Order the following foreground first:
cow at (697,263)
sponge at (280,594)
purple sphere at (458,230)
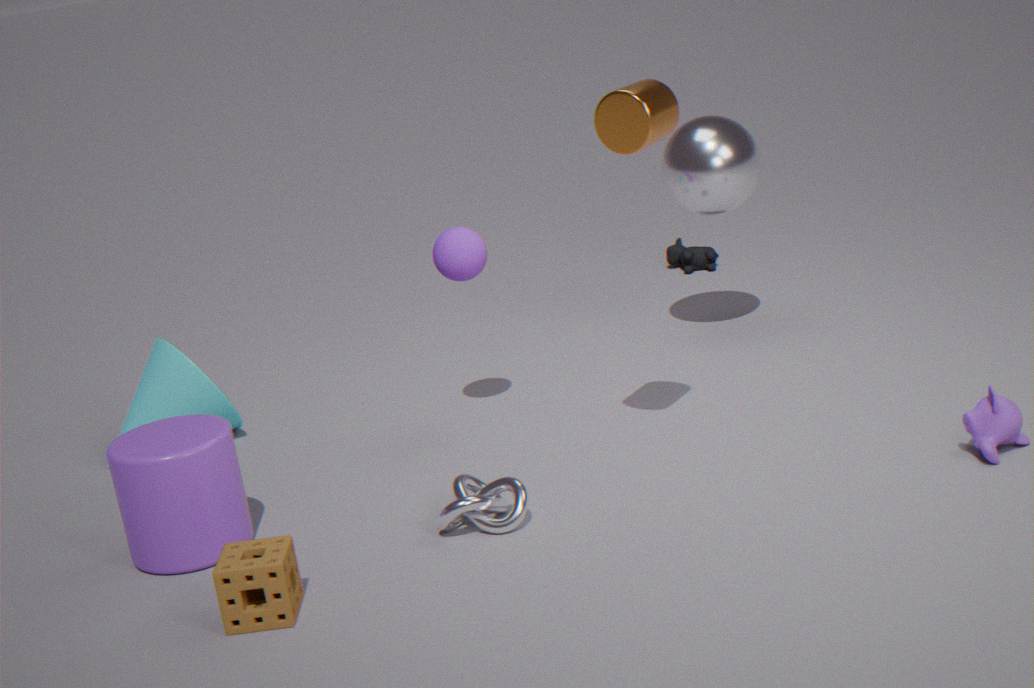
sponge at (280,594) < purple sphere at (458,230) < cow at (697,263)
